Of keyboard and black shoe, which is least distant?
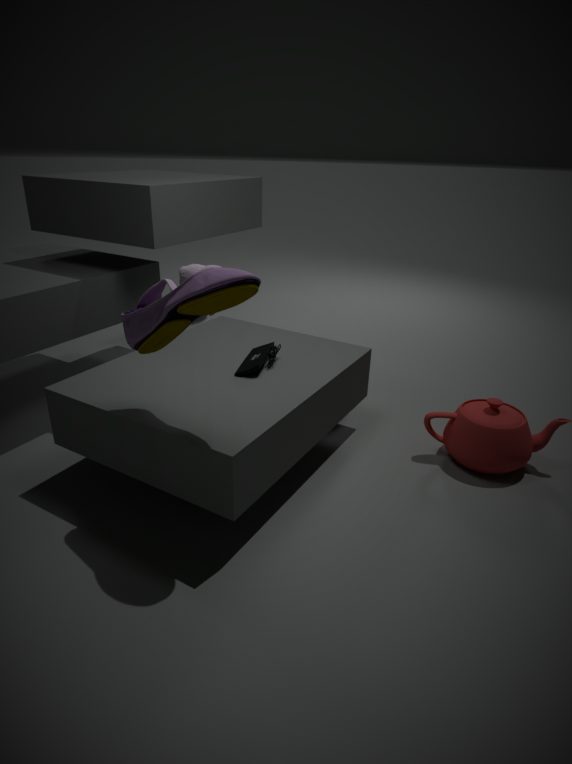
black shoe
